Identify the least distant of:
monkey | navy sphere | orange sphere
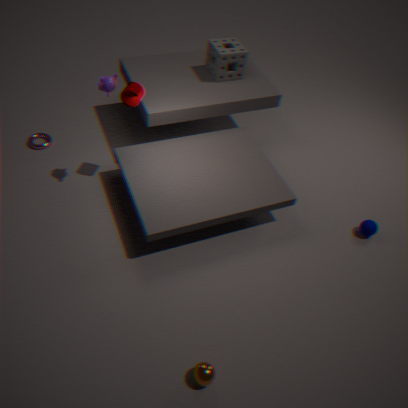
orange sphere
